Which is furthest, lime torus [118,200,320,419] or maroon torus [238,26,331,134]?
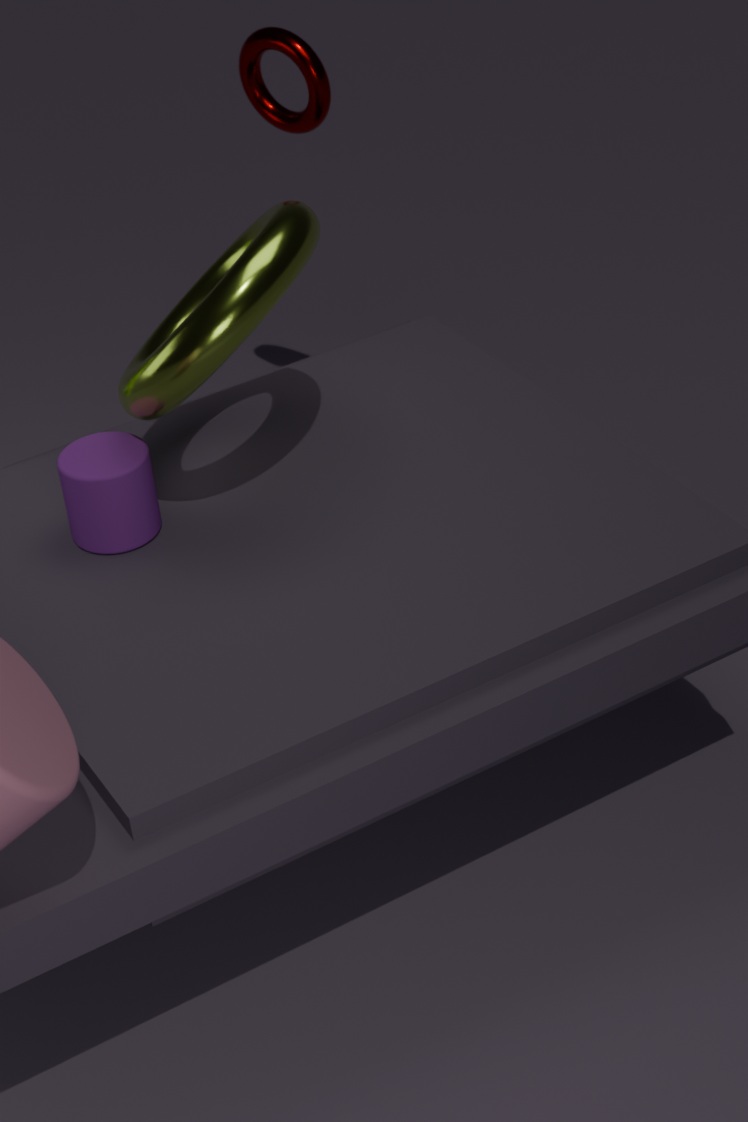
maroon torus [238,26,331,134]
